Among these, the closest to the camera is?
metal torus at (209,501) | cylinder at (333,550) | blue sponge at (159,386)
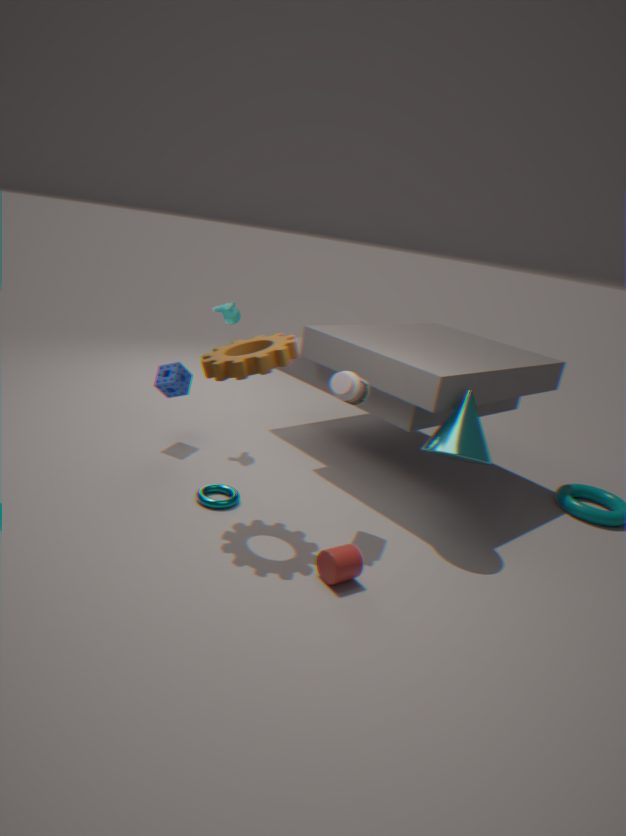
cylinder at (333,550)
